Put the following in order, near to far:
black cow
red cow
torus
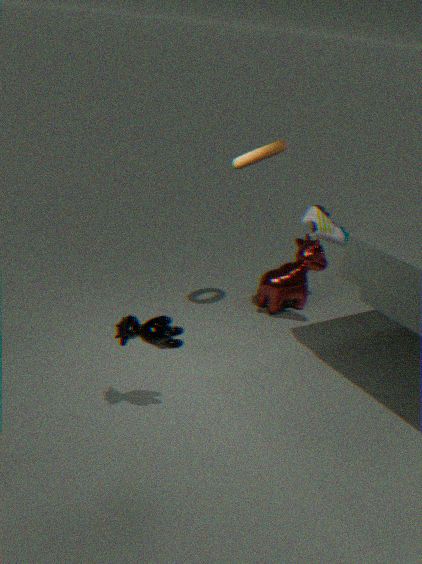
1. black cow
2. torus
3. red cow
